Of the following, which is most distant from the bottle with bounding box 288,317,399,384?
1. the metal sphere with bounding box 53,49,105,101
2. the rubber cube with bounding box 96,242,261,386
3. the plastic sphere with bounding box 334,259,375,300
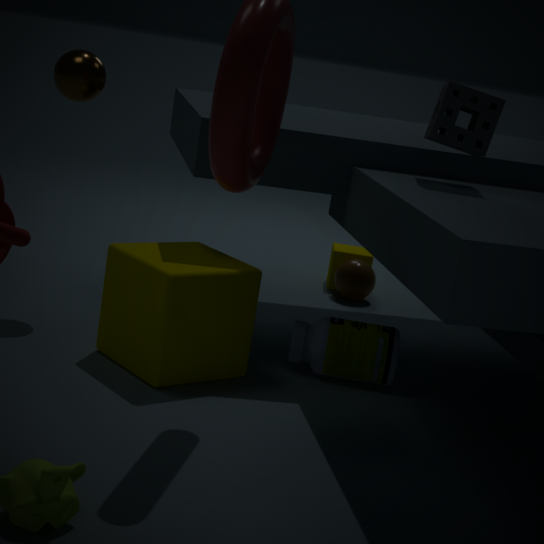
the metal sphere with bounding box 53,49,105,101
